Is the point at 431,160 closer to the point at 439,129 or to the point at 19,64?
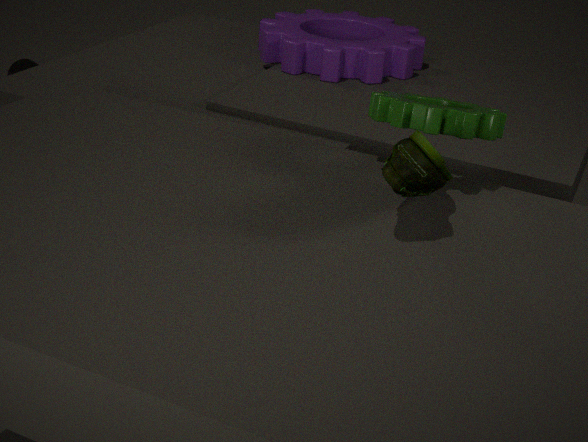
the point at 439,129
